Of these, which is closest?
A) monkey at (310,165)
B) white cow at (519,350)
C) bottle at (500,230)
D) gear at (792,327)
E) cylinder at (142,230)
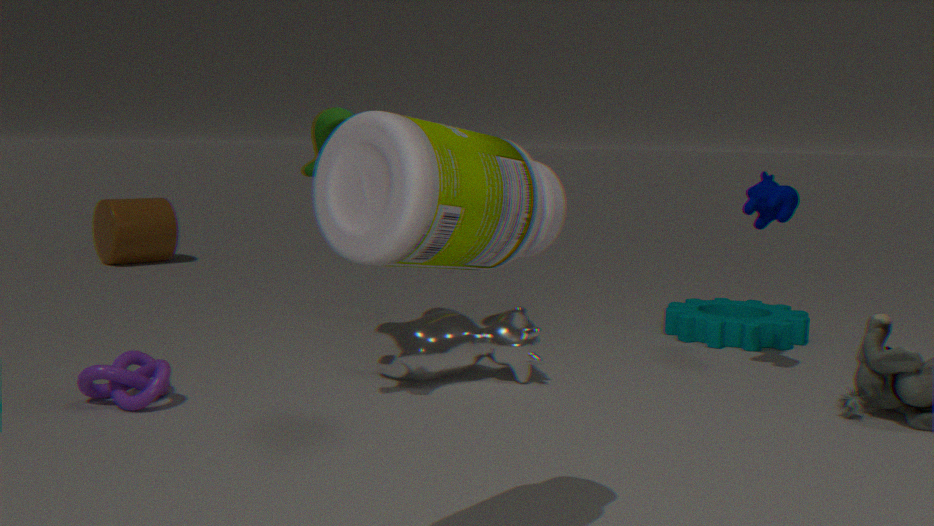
bottle at (500,230)
